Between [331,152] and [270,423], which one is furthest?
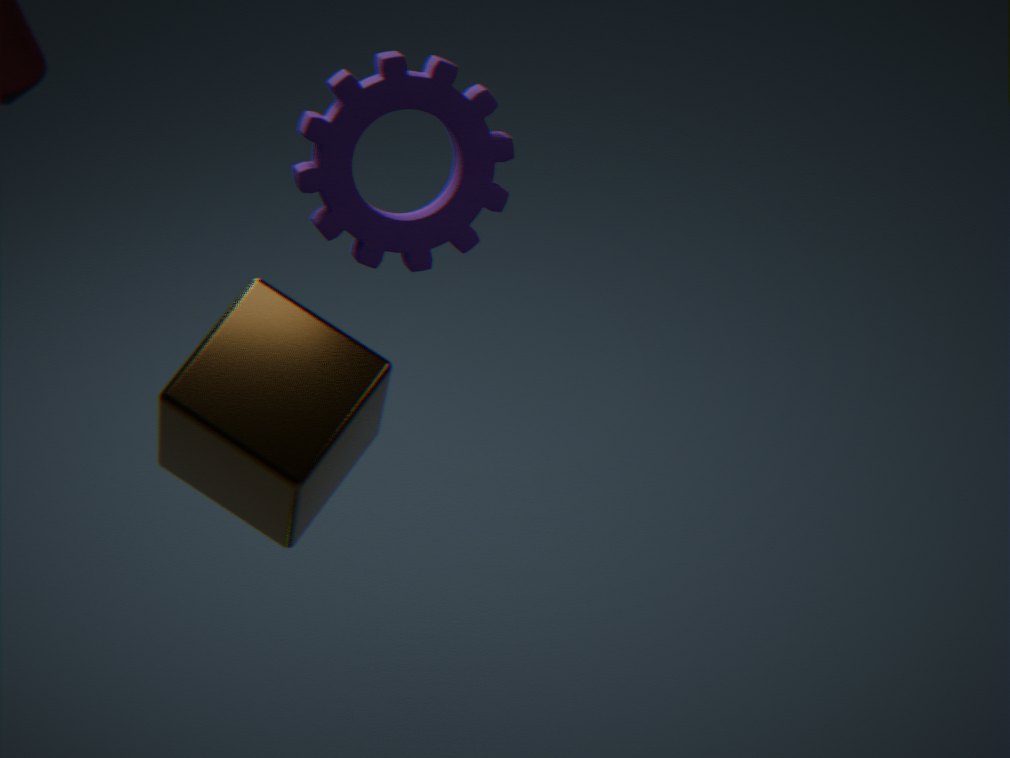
[331,152]
